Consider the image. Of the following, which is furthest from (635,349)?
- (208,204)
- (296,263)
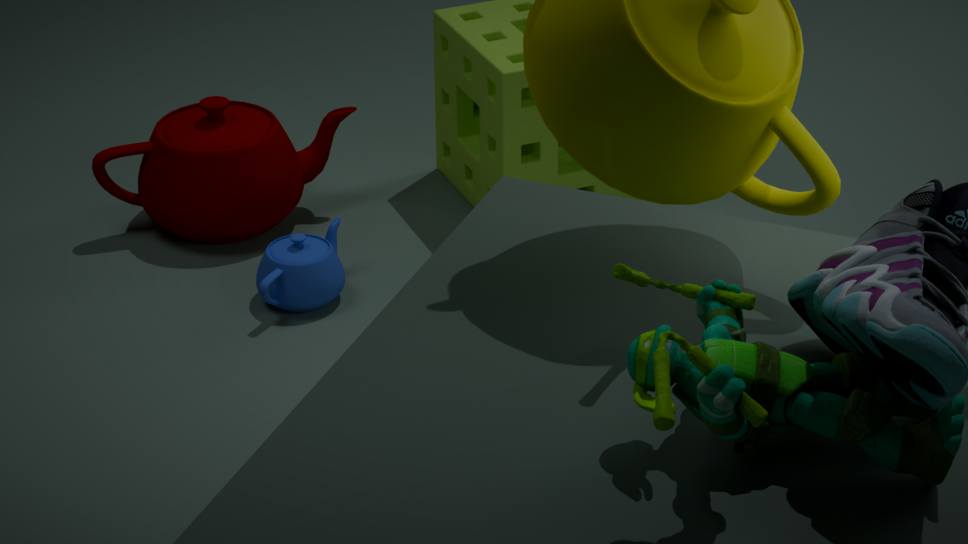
(208,204)
